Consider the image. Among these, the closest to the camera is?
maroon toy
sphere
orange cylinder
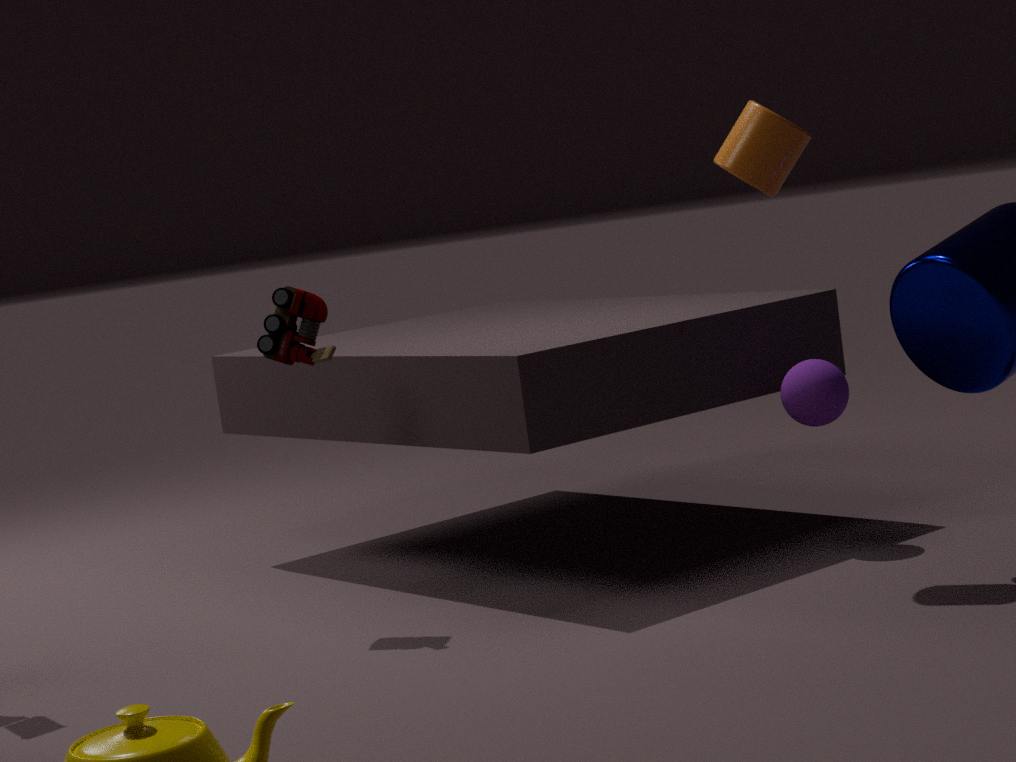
orange cylinder
